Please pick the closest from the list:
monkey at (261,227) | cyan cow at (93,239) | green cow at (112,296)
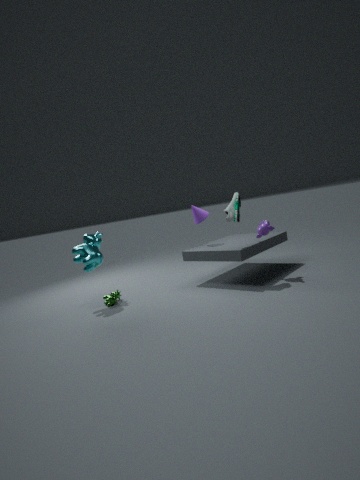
cyan cow at (93,239)
